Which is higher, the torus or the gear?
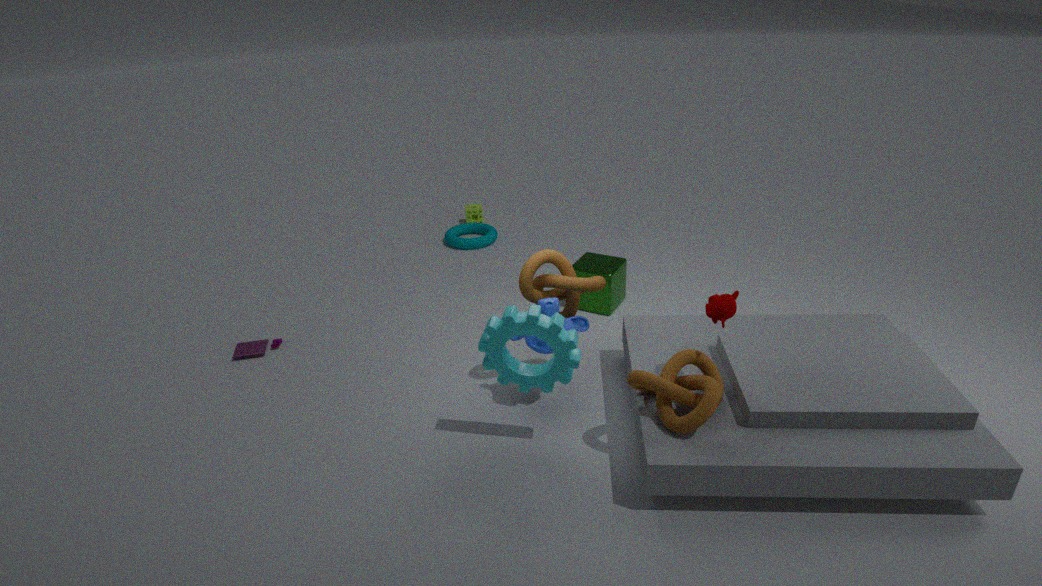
the gear
